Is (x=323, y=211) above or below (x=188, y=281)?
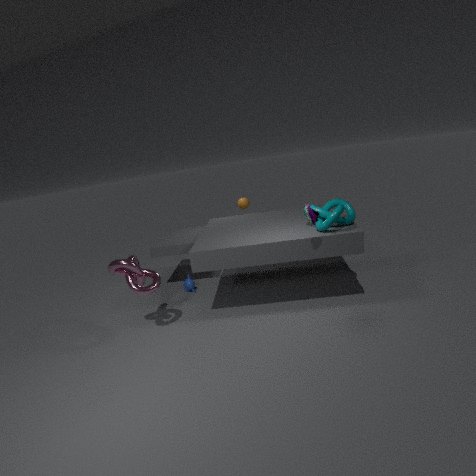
above
